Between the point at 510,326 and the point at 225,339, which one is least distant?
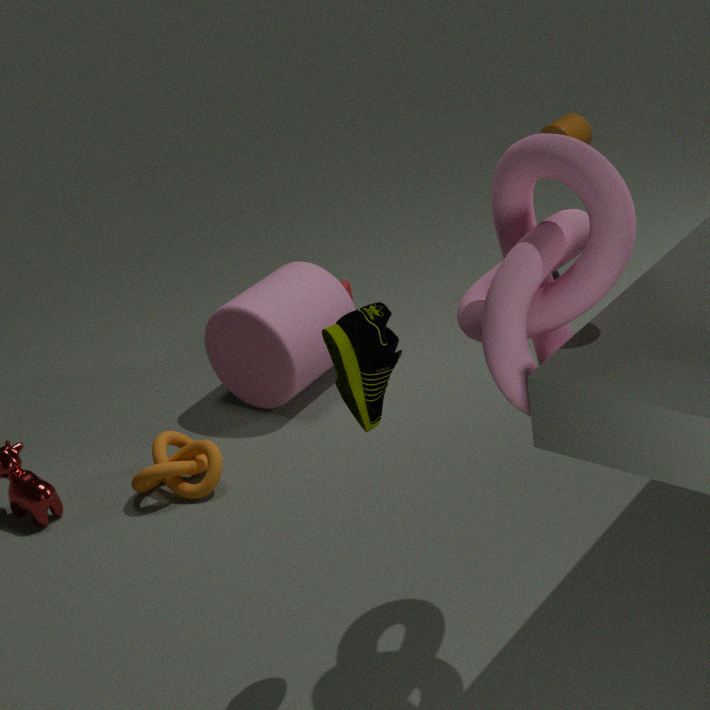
the point at 510,326
